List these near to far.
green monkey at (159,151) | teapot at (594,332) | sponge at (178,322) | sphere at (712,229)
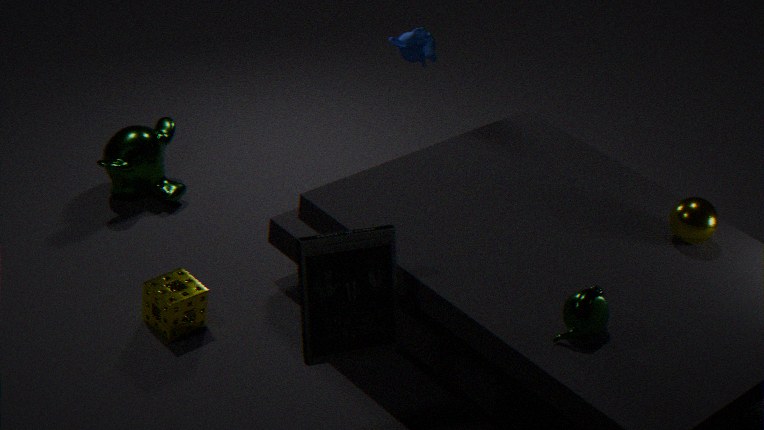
teapot at (594,332), sphere at (712,229), sponge at (178,322), green monkey at (159,151)
